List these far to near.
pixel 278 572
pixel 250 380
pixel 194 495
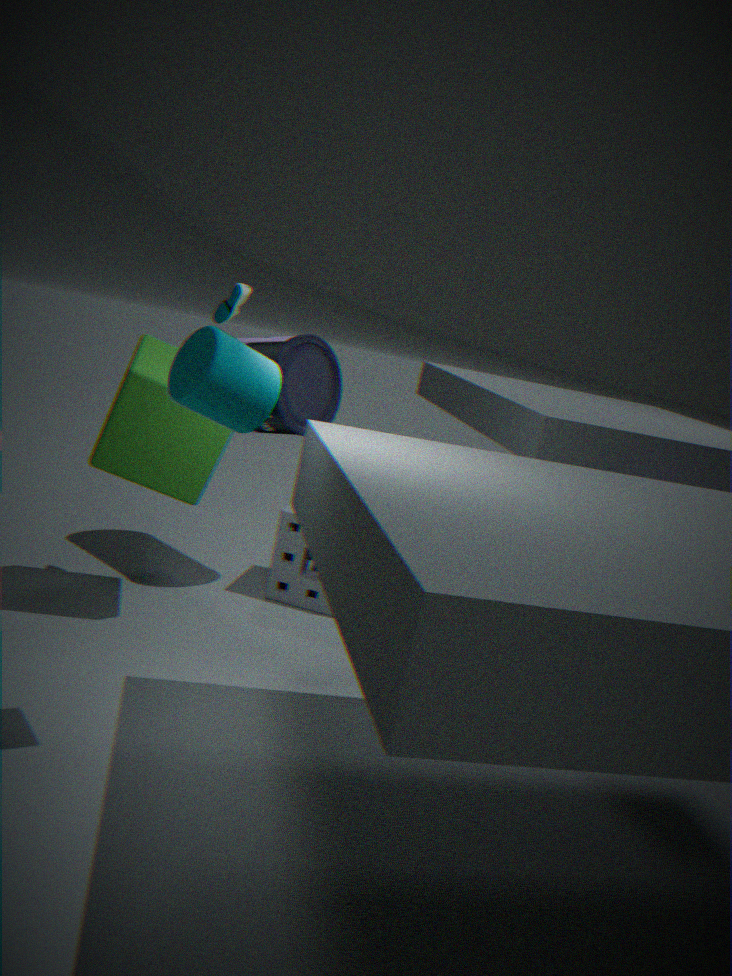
pixel 278 572, pixel 194 495, pixel 250 380
